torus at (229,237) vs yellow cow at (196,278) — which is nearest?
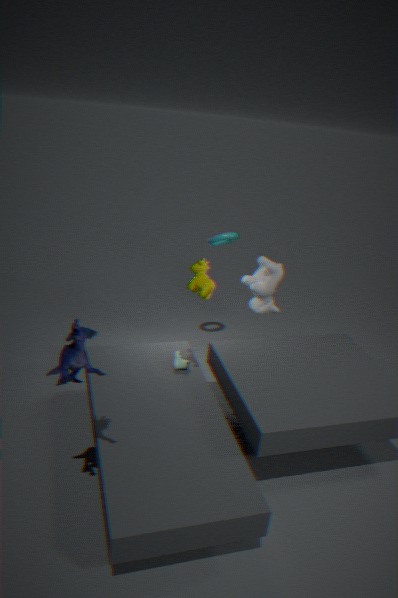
yellow cow at (196,278)
